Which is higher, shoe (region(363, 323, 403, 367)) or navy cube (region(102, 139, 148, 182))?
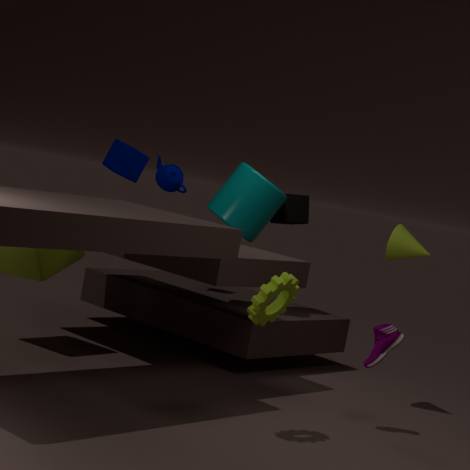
navy cube (region(102, 139, 148, 182))
